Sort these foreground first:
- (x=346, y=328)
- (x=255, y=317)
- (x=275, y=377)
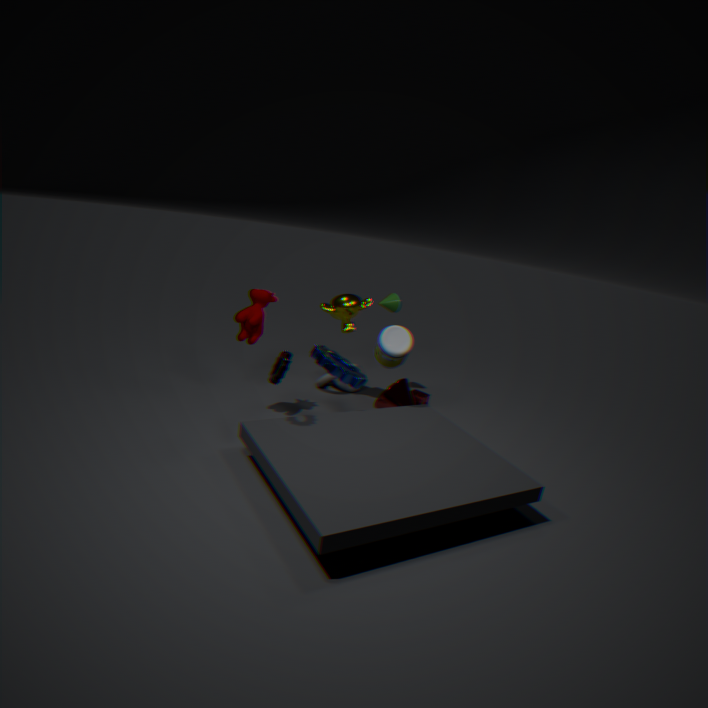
(x=275, y=377) → (x=255, y=317) → (x=346, y=328)
